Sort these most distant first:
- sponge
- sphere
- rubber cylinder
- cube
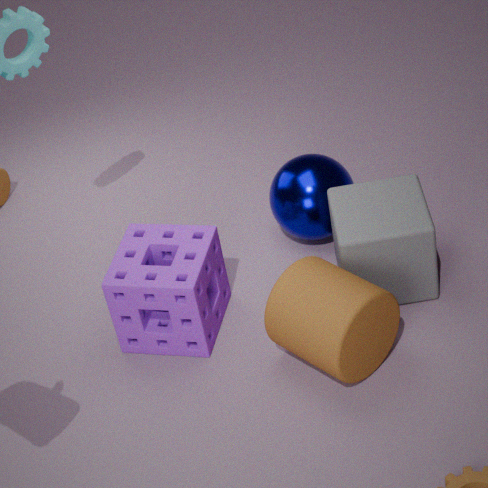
sphere < cube < sponge < rubber cylinder
